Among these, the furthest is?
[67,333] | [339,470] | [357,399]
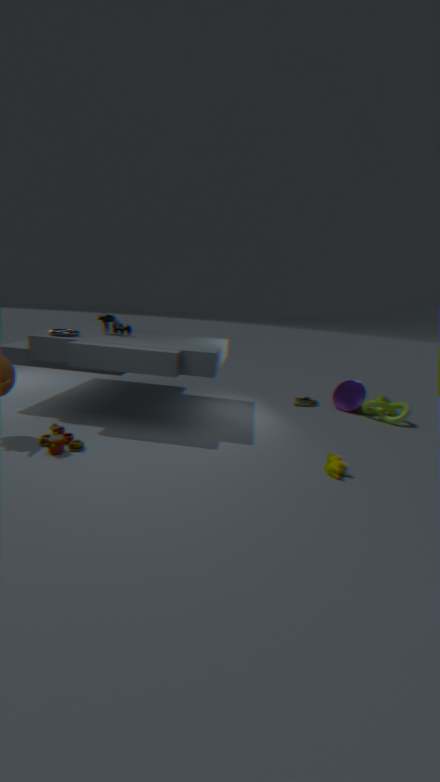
Result: [357,399]
